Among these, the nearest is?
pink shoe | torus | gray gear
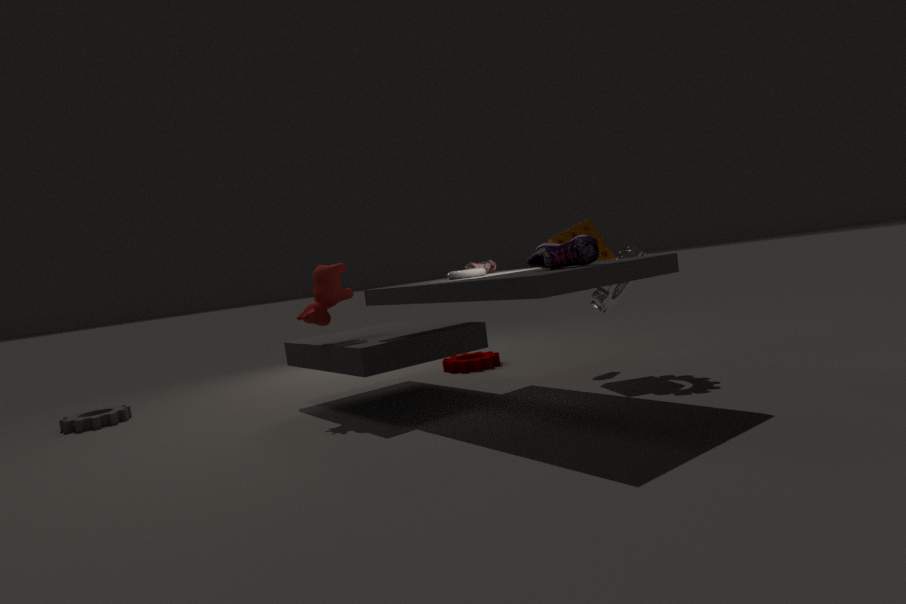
pink shoe
